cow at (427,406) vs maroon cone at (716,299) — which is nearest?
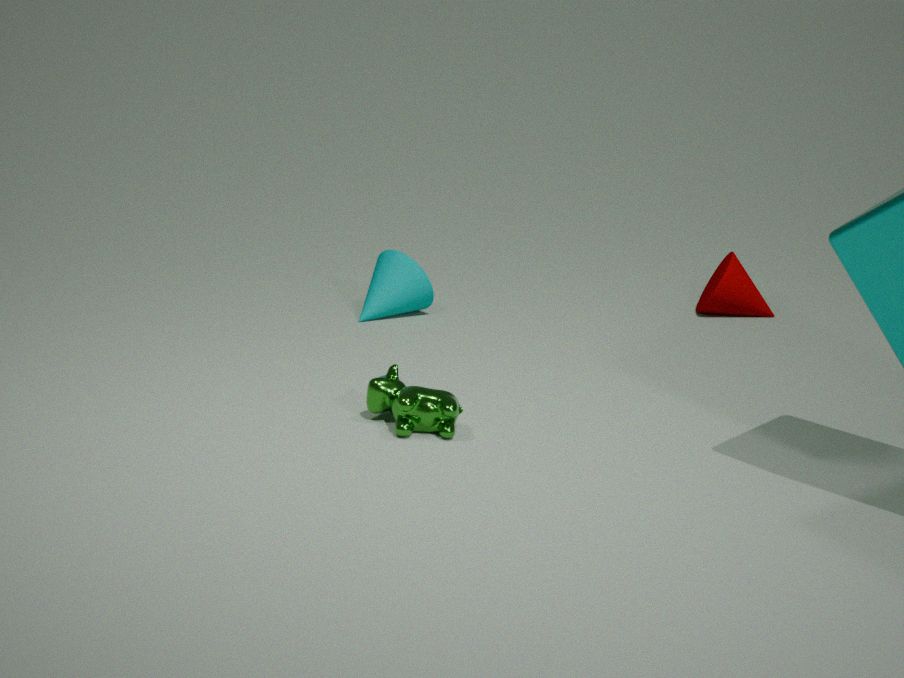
cow at (427,406)
